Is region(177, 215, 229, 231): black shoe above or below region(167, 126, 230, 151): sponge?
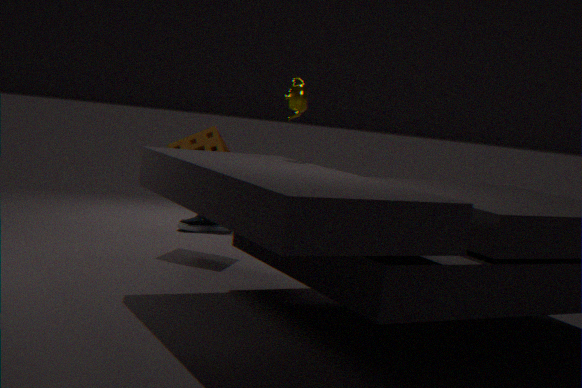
below
